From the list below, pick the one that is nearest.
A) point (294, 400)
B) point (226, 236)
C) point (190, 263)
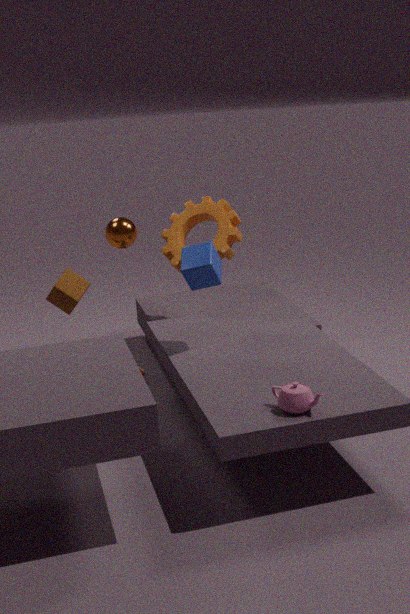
point (294, 400)
